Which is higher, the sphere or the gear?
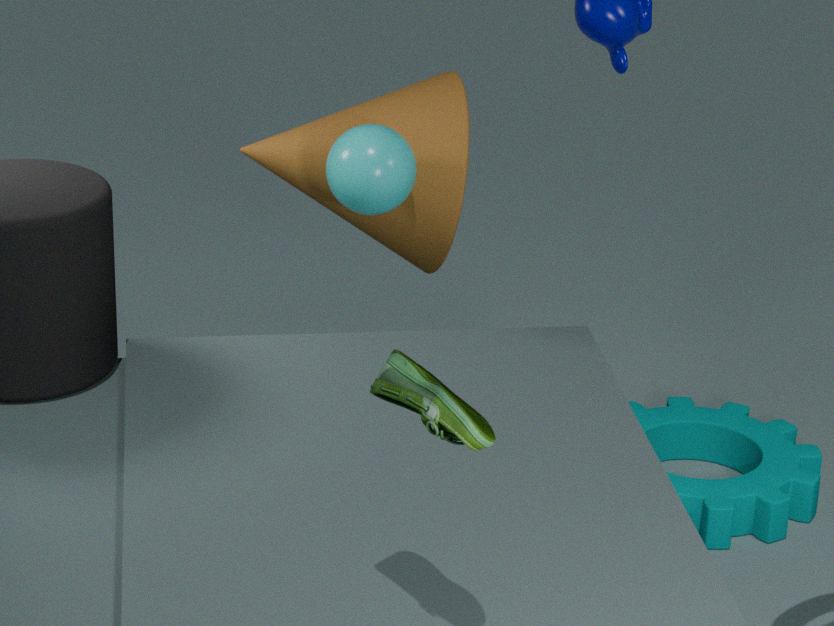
the sphere
